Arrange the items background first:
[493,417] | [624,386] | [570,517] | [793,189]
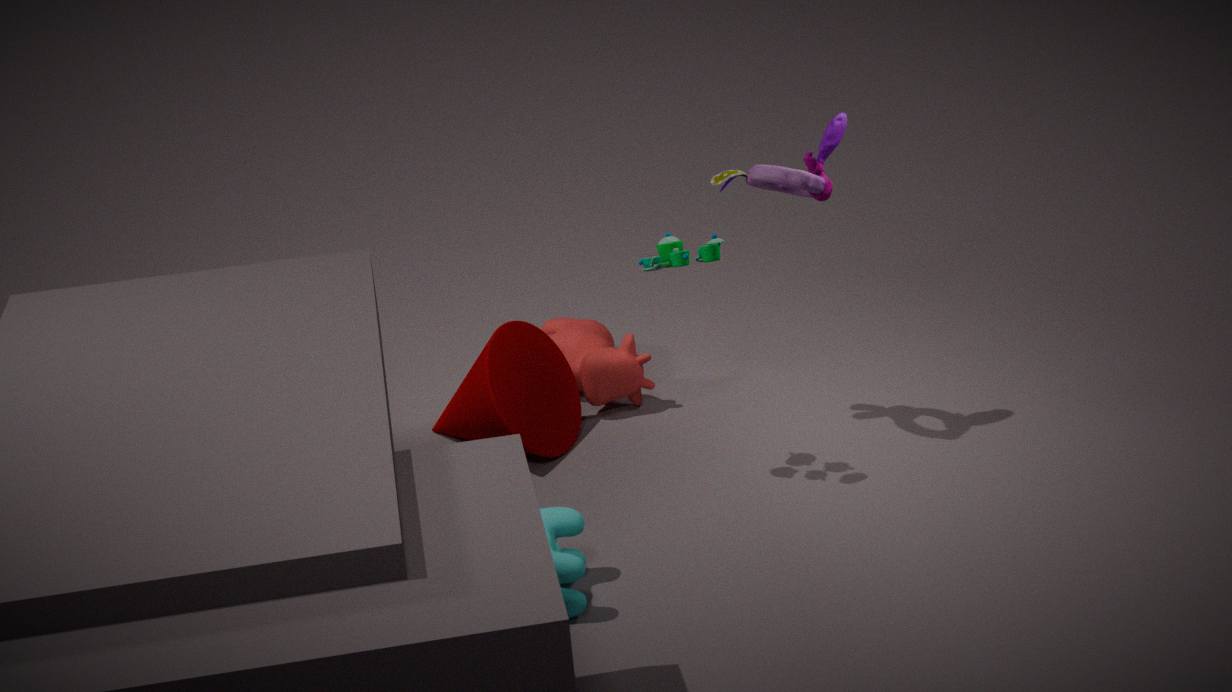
[624,386] < [493,417] < [793,189] < [570,517]
